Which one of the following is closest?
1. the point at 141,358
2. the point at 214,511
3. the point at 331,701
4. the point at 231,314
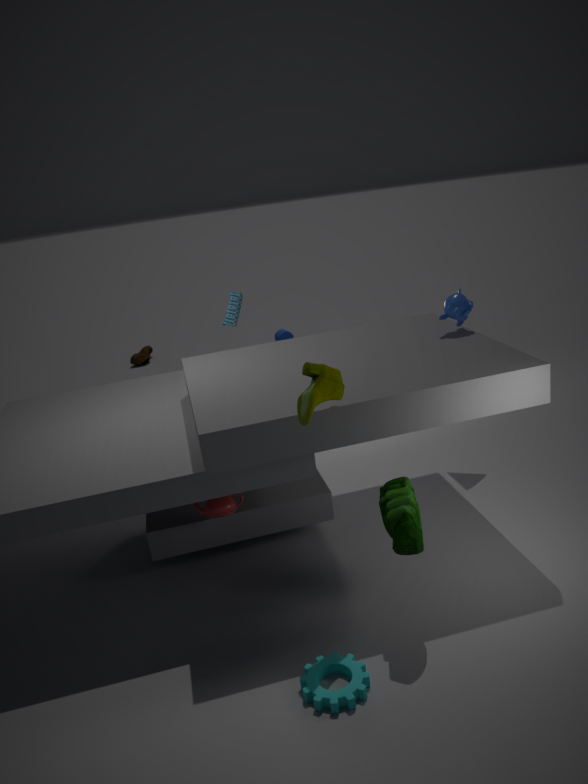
the point at 331,701
